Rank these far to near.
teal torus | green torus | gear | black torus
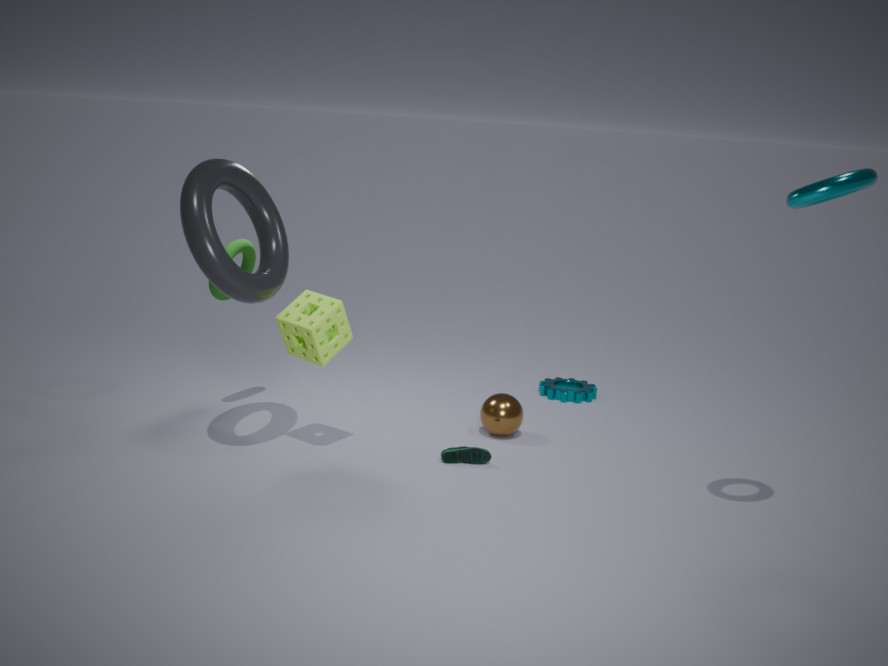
gear < green torus < black torus < teal torus
